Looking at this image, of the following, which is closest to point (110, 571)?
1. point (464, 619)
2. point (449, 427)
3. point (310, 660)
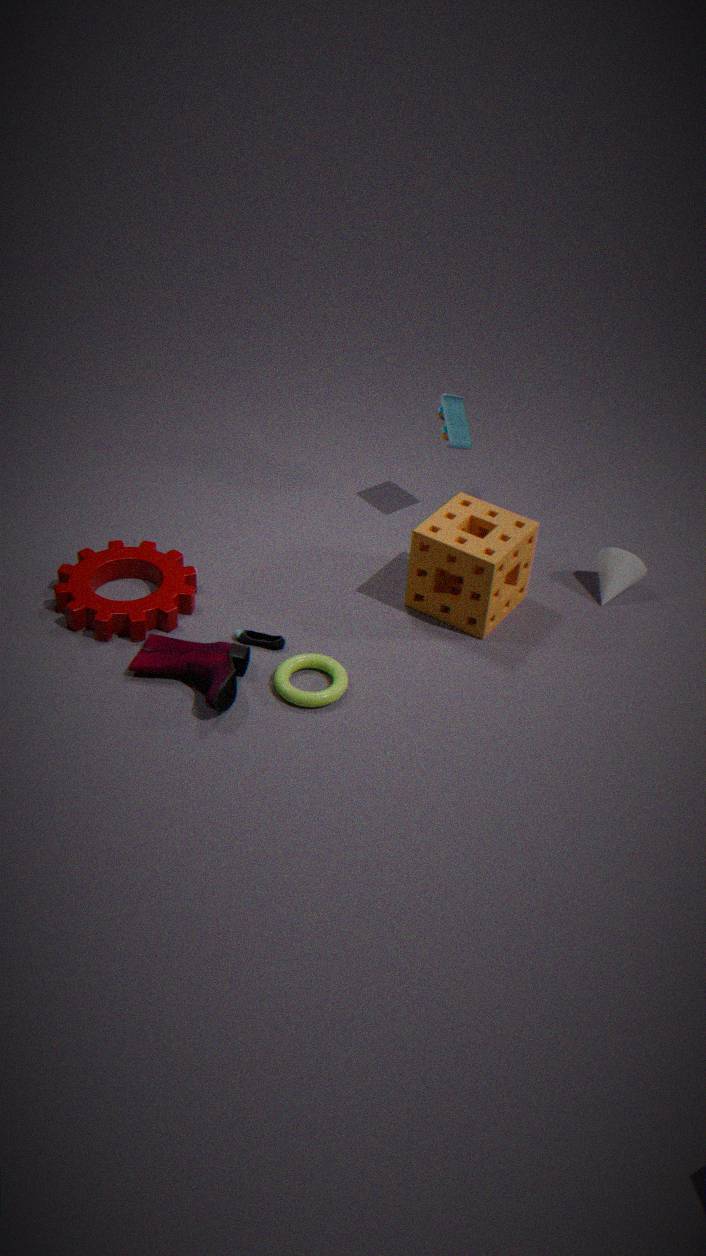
point (310, 660)
